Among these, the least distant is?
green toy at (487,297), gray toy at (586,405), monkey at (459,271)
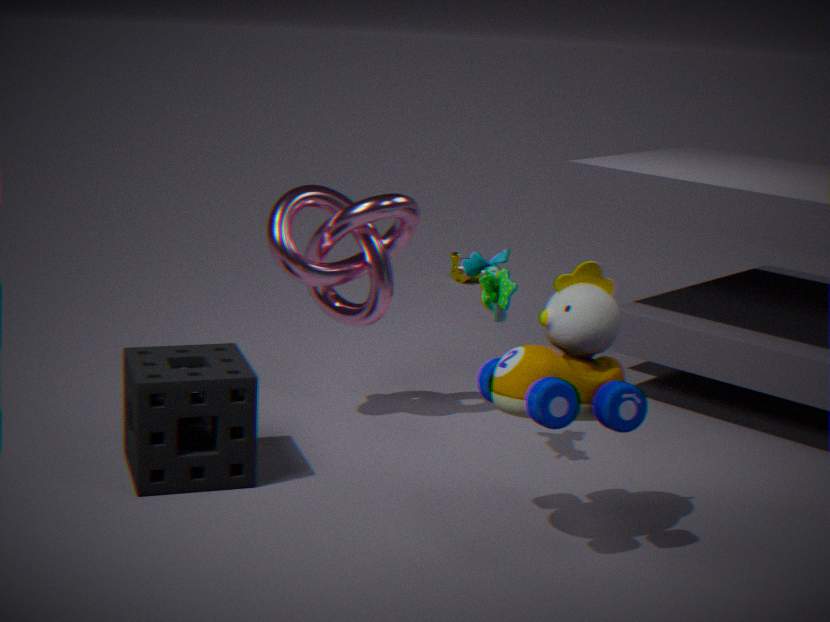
gray toy at (586,405)
